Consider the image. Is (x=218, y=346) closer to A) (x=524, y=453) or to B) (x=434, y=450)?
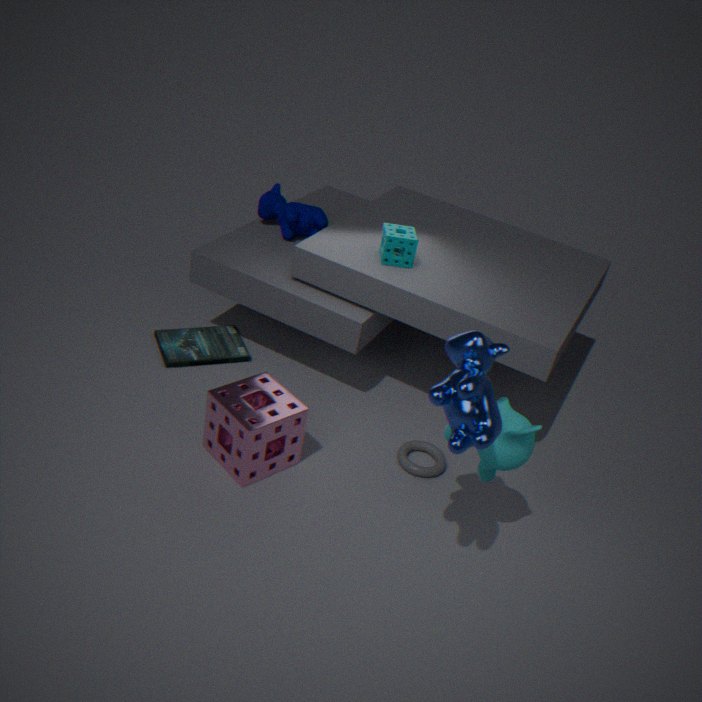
B) (x=434, y=450)
